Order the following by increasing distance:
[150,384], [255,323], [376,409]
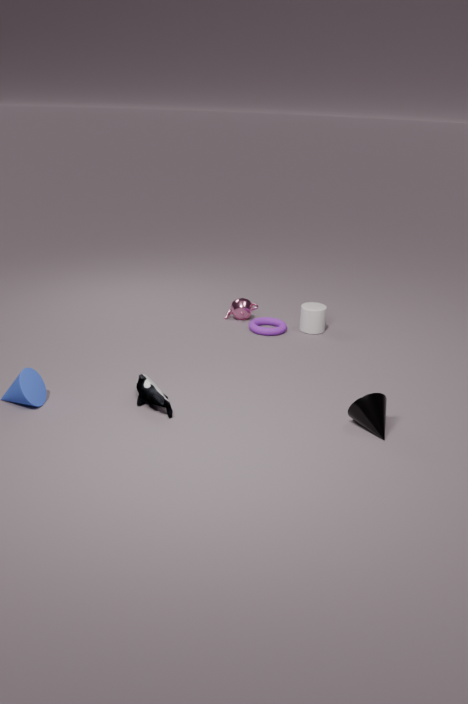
[376,409] < [150,384] < [255,323]
